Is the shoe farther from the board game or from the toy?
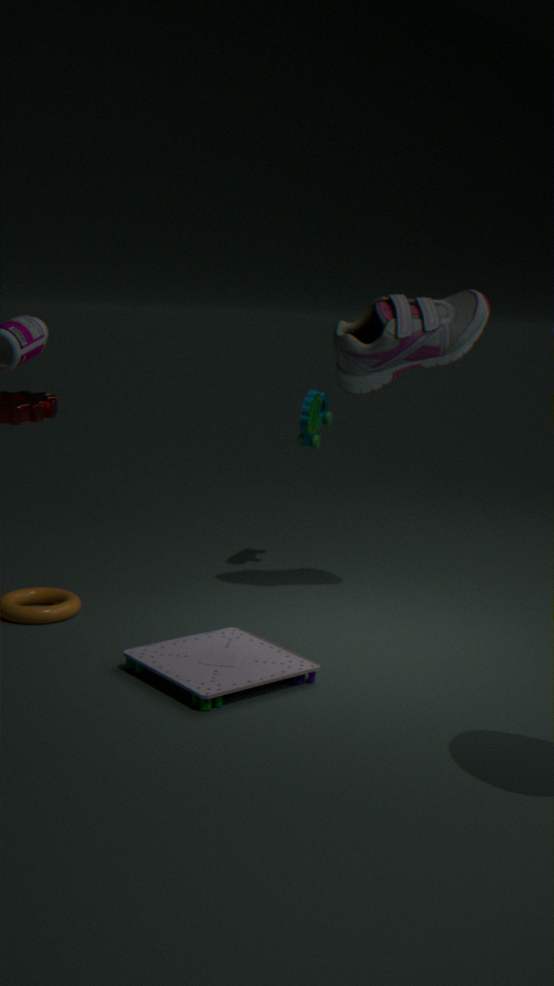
the board game
